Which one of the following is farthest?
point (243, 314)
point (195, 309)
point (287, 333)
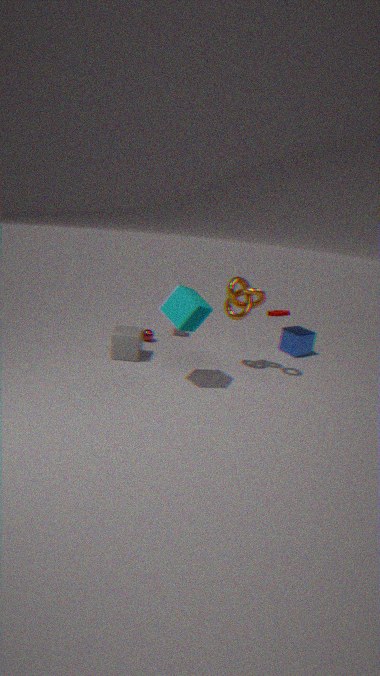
point (287, 333)
